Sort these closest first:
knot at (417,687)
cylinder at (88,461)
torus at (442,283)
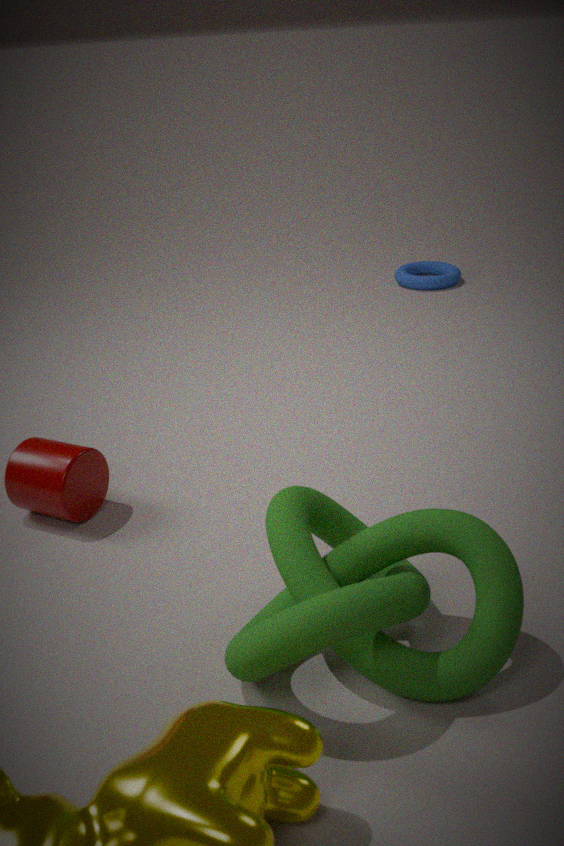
knot at (417,687) → cylinder at (88,461) → torus at (442,283)
